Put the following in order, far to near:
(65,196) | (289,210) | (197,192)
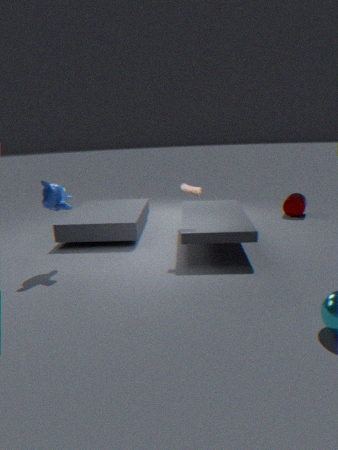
(289,210)
(197,192)
(65,196)
